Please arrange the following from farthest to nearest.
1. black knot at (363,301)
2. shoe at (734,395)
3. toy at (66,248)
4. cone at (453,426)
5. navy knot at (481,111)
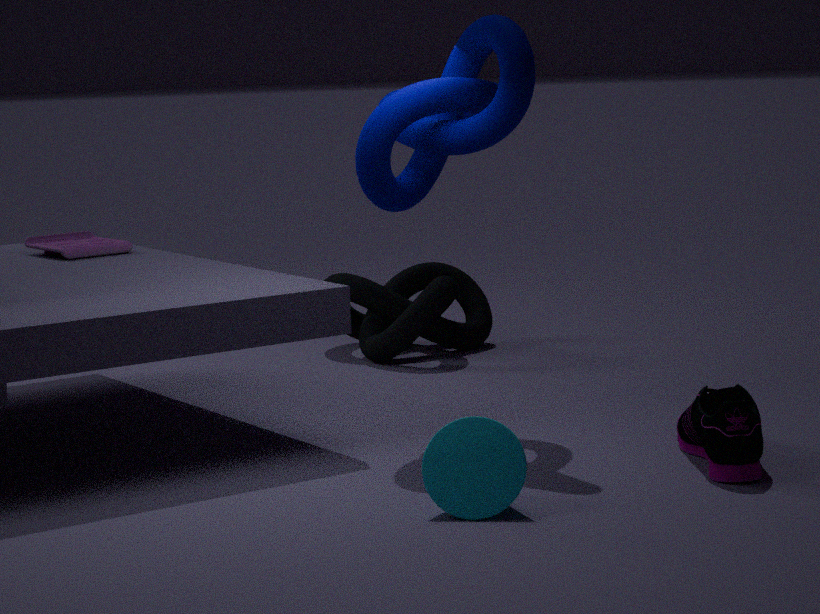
black knot at (363,301)
toy at (66,248)
navy knot at (481,111)
shoe at (734,395)
cone at (453,426)
